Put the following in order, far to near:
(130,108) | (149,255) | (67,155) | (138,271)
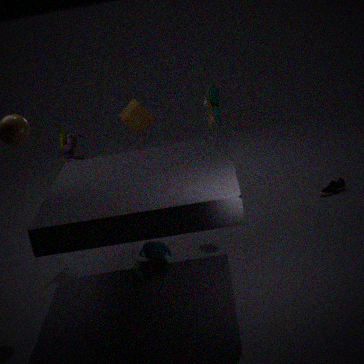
1. (130,108)
2. (67,155)
3. (149,255)
4. (138,271)
